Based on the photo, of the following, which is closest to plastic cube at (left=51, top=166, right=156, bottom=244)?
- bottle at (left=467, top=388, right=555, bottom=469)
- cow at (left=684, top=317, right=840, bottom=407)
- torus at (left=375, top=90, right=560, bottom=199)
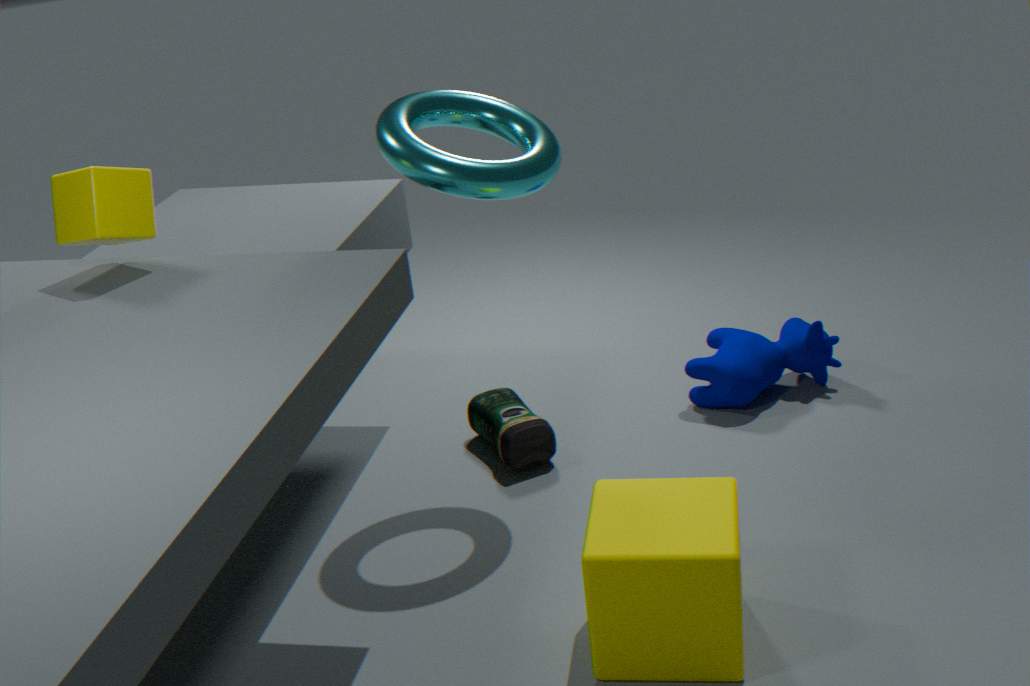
torus at (left=375, top=90, right=560, bottom=199)
